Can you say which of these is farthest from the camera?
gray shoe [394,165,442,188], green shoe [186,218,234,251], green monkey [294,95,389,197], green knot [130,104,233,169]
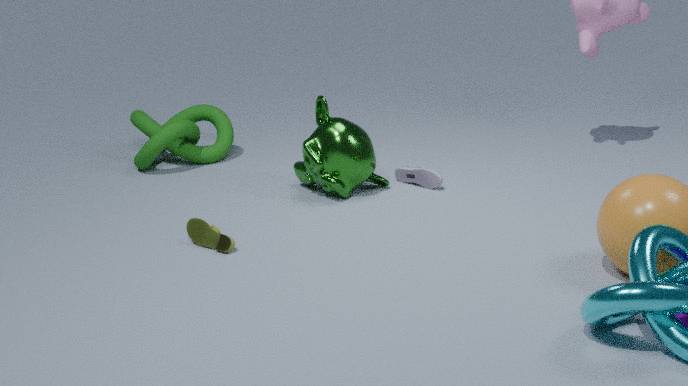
green knot [130,104,233,169]
